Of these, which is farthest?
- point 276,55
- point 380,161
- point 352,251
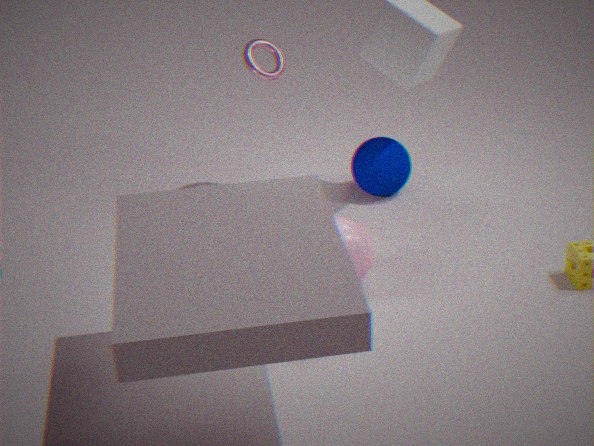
point 380,161
